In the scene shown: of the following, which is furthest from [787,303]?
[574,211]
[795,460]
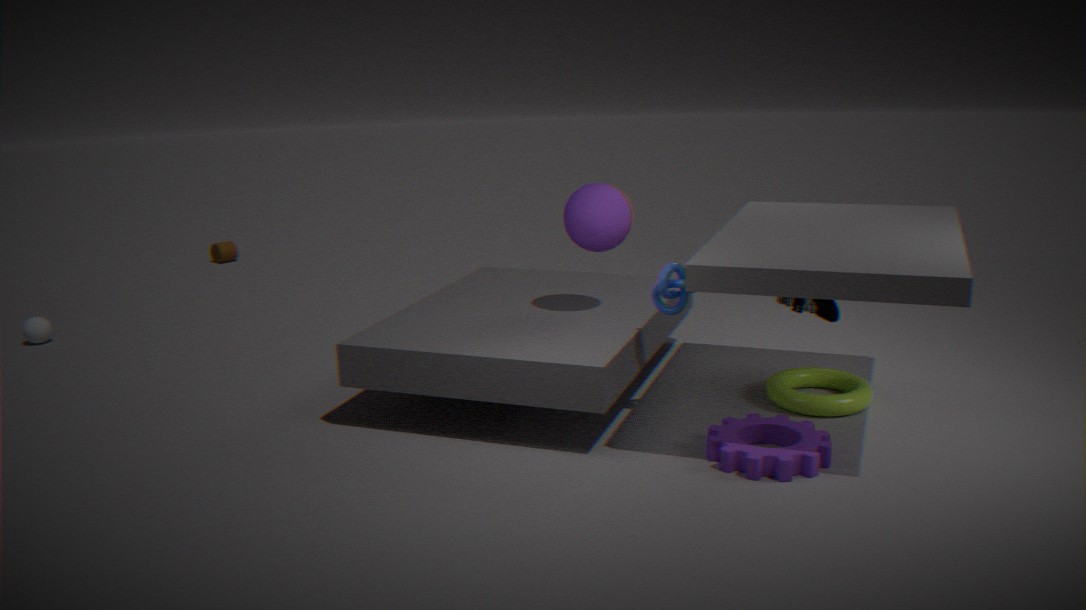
[574,211]
